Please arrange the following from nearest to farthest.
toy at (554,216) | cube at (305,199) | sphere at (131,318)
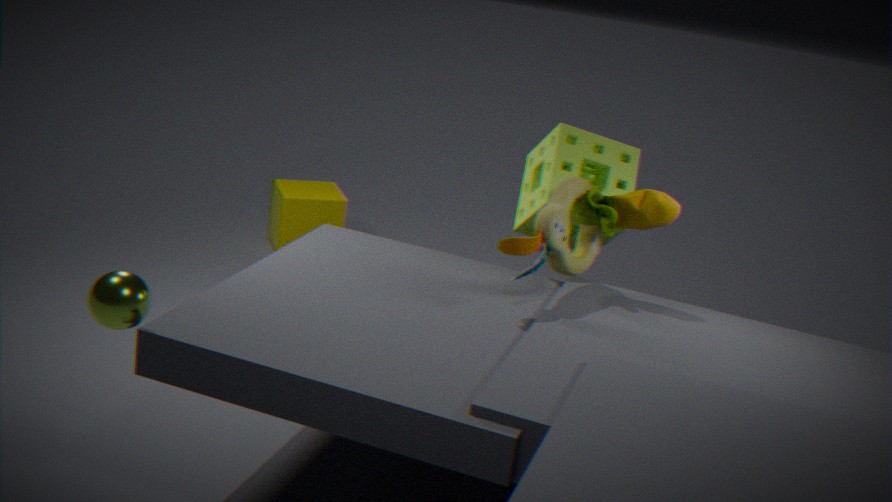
sphere at (131,318) → toy at (554,216) → cube at (305,199)
